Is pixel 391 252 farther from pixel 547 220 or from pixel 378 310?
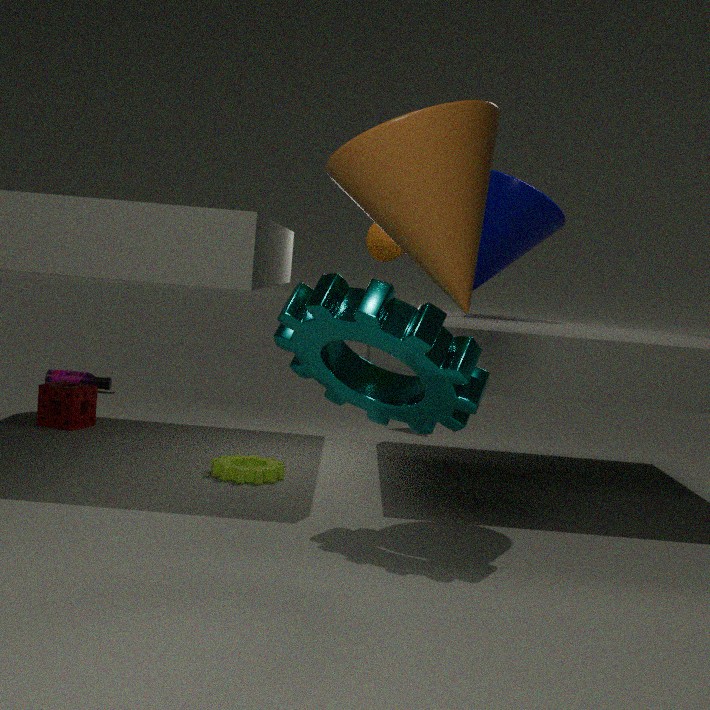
pixel 378 310
